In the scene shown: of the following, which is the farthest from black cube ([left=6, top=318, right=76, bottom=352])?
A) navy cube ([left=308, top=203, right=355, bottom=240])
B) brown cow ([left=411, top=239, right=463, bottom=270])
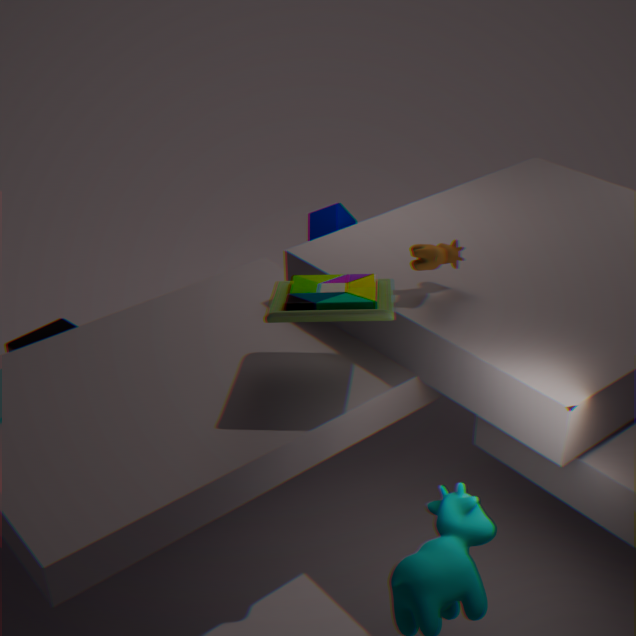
brown cow ([left=411, top=239, right=463, bottom=270])
